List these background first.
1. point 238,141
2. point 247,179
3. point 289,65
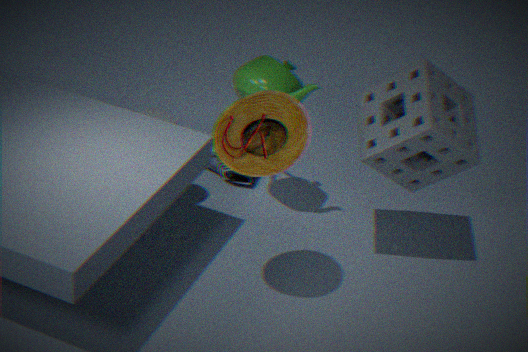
point 247,179 < point 289,65 < point 238,141
